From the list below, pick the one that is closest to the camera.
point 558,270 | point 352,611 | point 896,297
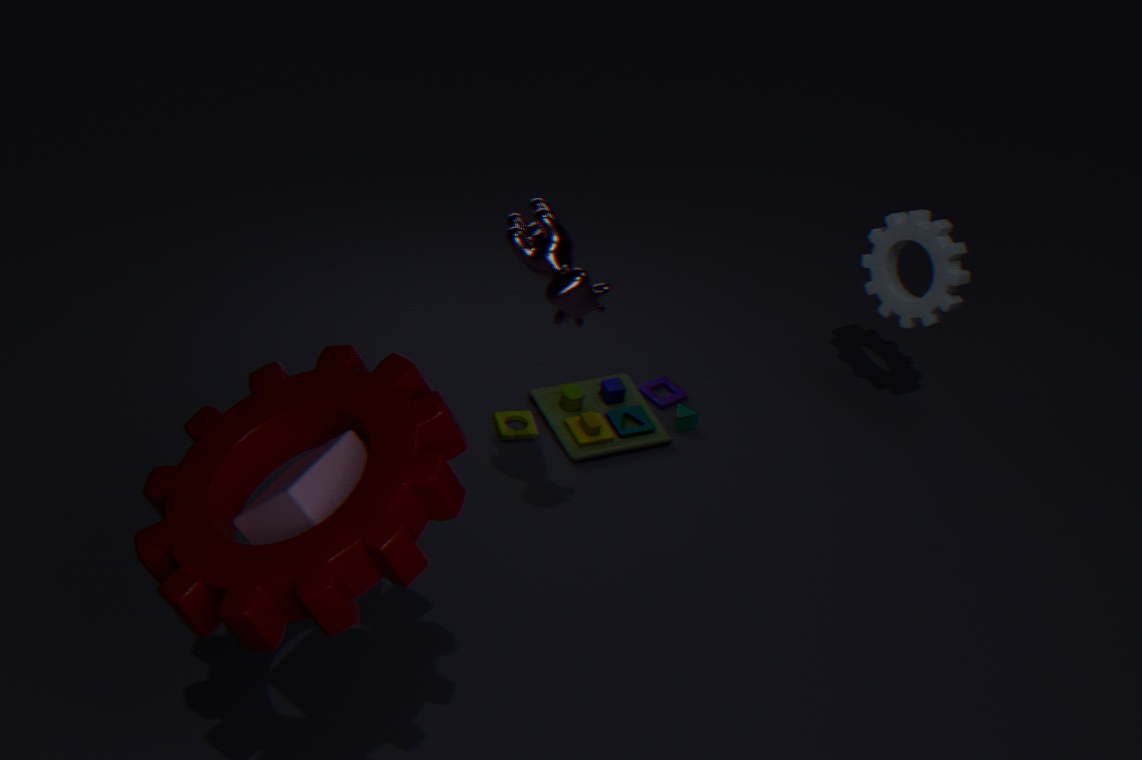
point 352,611
